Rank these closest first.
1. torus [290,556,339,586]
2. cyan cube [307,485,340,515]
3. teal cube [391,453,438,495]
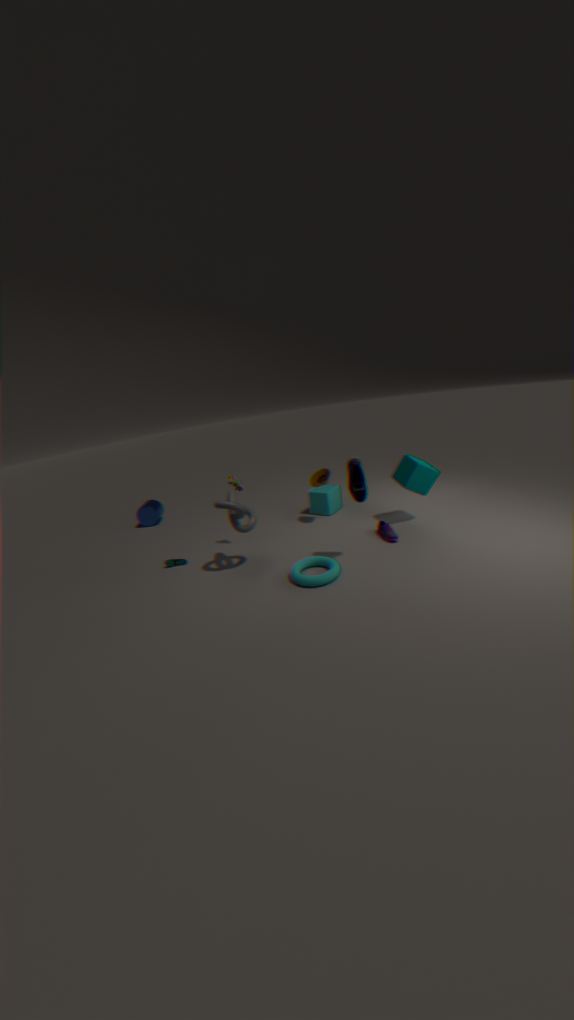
torus [290,556,339,586], teal cube [391,453,438,495], cyan cube [307,485,340,515]
